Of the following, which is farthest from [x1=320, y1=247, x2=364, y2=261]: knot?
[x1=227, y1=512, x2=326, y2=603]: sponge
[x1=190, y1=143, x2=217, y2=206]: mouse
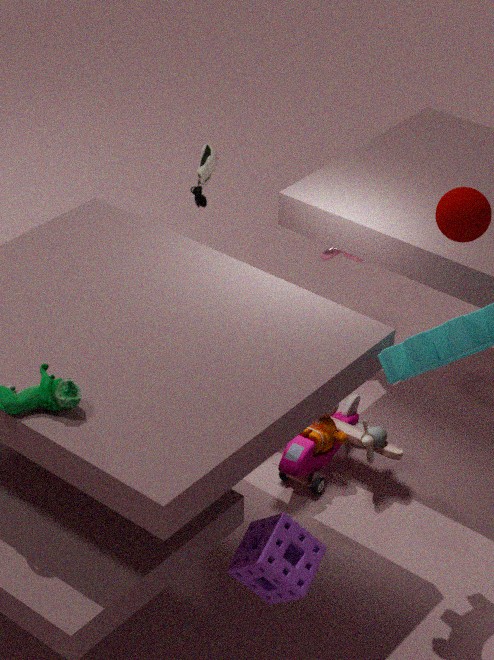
[x1=227, y1=512, x2=326, y2=603]: sponge
